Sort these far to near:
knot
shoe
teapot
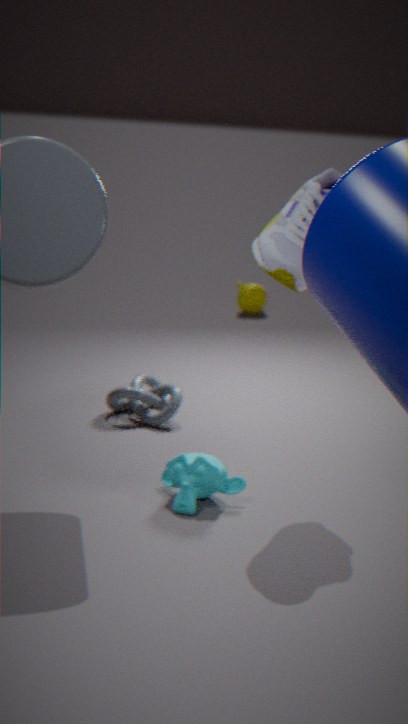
1. teapot
2. knot
3. shoe
